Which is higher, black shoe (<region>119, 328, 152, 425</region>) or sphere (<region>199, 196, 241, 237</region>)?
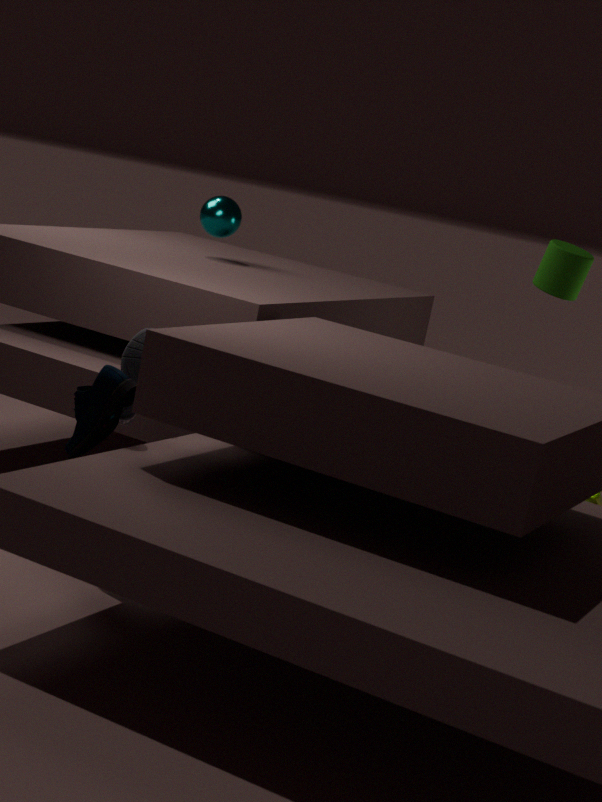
sphere (<region>199, 196, 241, 237</region>)
